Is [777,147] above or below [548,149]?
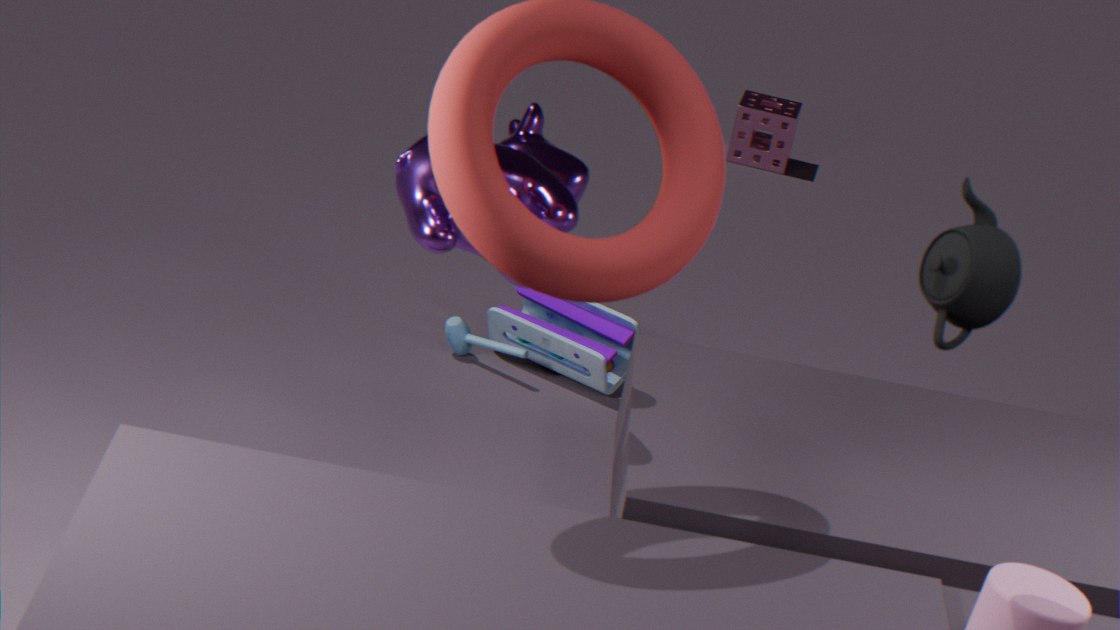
below
